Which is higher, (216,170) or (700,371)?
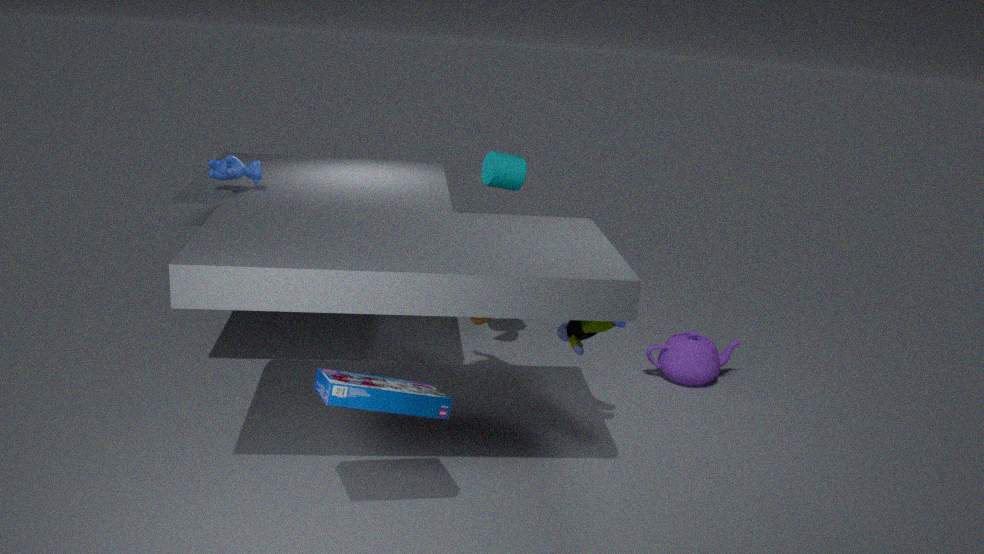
(216,170)
